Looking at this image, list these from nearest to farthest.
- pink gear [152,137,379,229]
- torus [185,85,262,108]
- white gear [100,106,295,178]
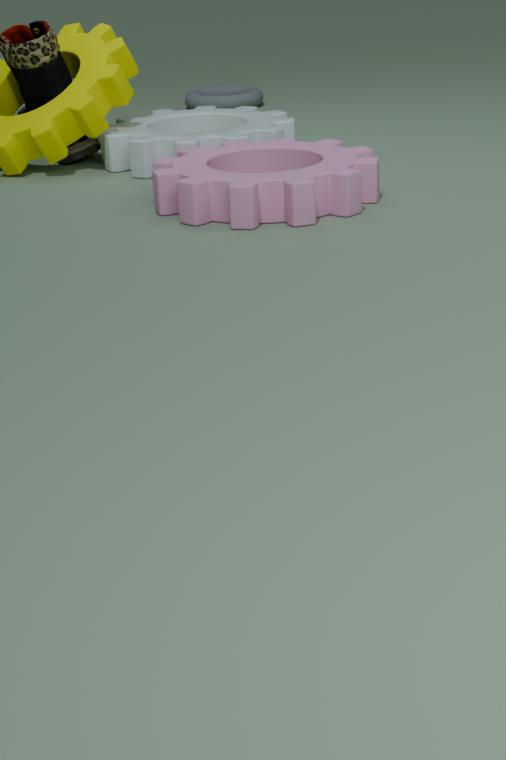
pink gear [152,137,379,229] → white gear [100,106,295,178] → torus [185,85,262,108]
